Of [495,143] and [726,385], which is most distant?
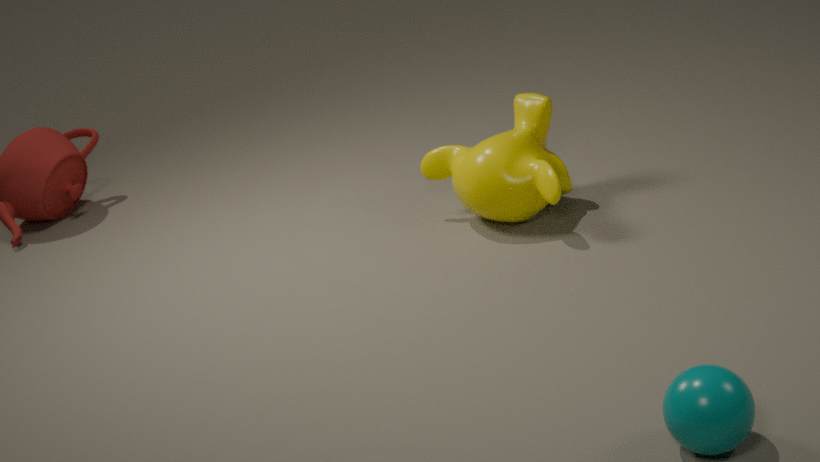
[495,143]
